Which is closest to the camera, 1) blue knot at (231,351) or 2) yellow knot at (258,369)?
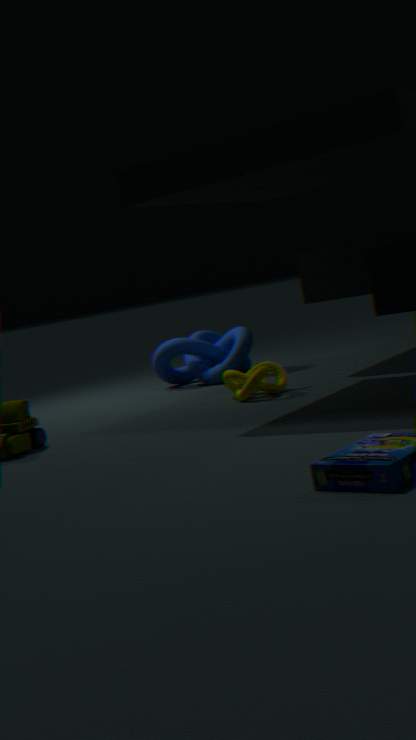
2. yellow knot at (258,369)
